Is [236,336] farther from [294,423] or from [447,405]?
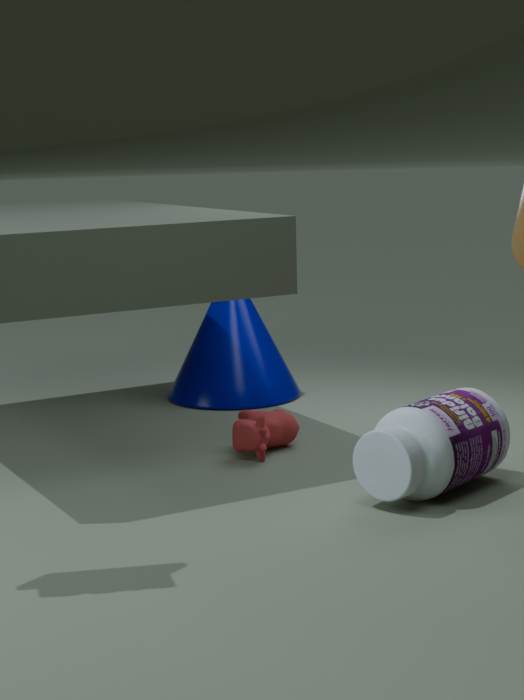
[447,405]
